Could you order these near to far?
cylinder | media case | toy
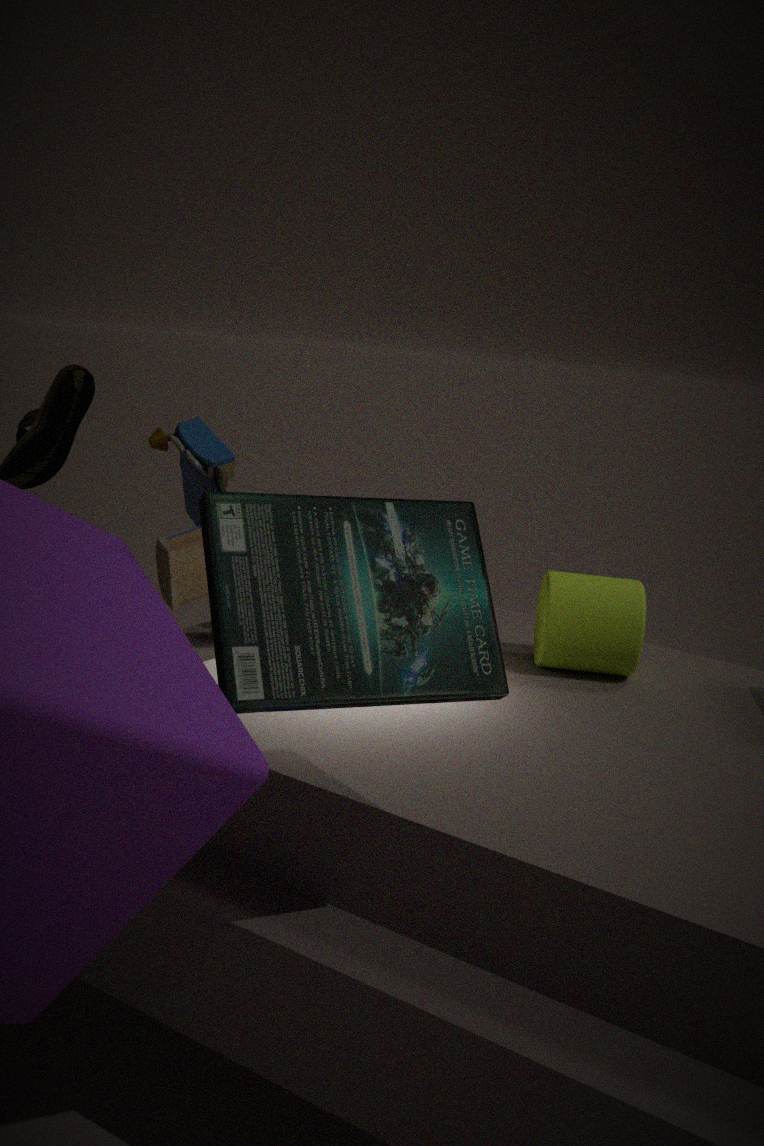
media case, cylinder, toy
